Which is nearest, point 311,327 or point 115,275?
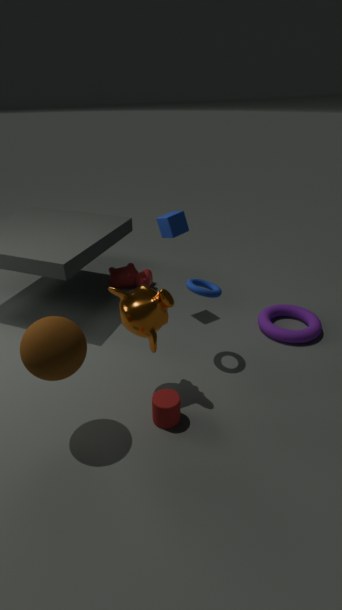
point 311,327
